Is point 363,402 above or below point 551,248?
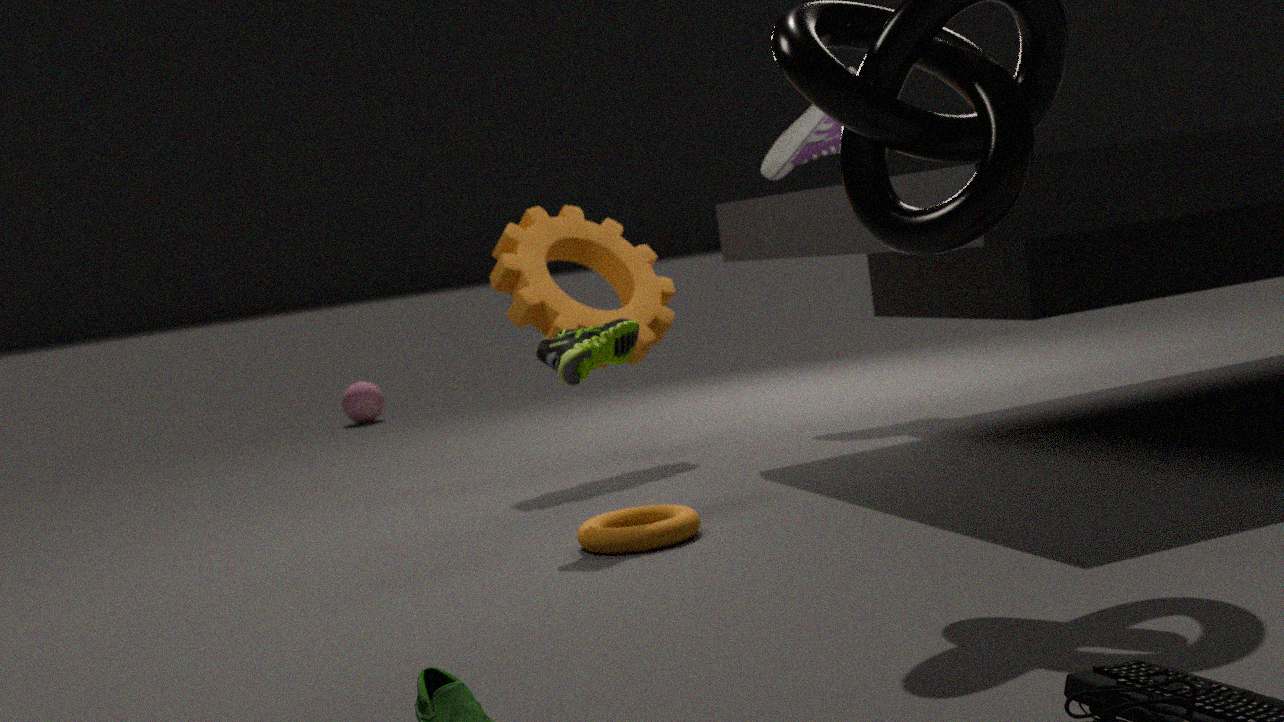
below
